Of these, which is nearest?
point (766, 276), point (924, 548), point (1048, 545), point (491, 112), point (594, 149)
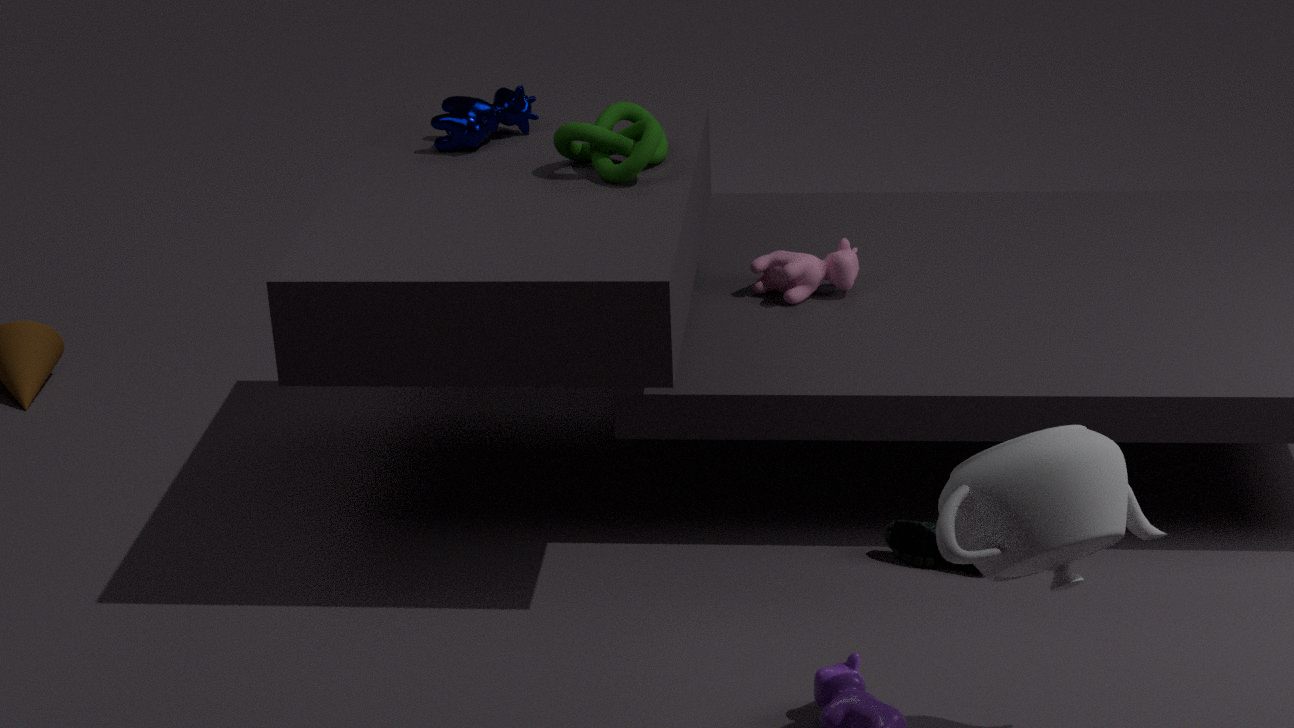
point (1048, 545)
